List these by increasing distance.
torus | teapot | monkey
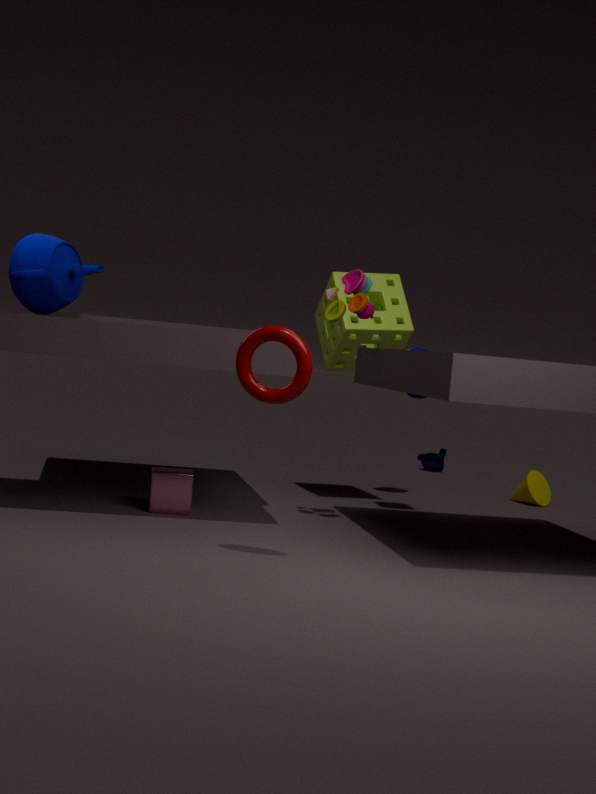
torus
teapot
monkey
